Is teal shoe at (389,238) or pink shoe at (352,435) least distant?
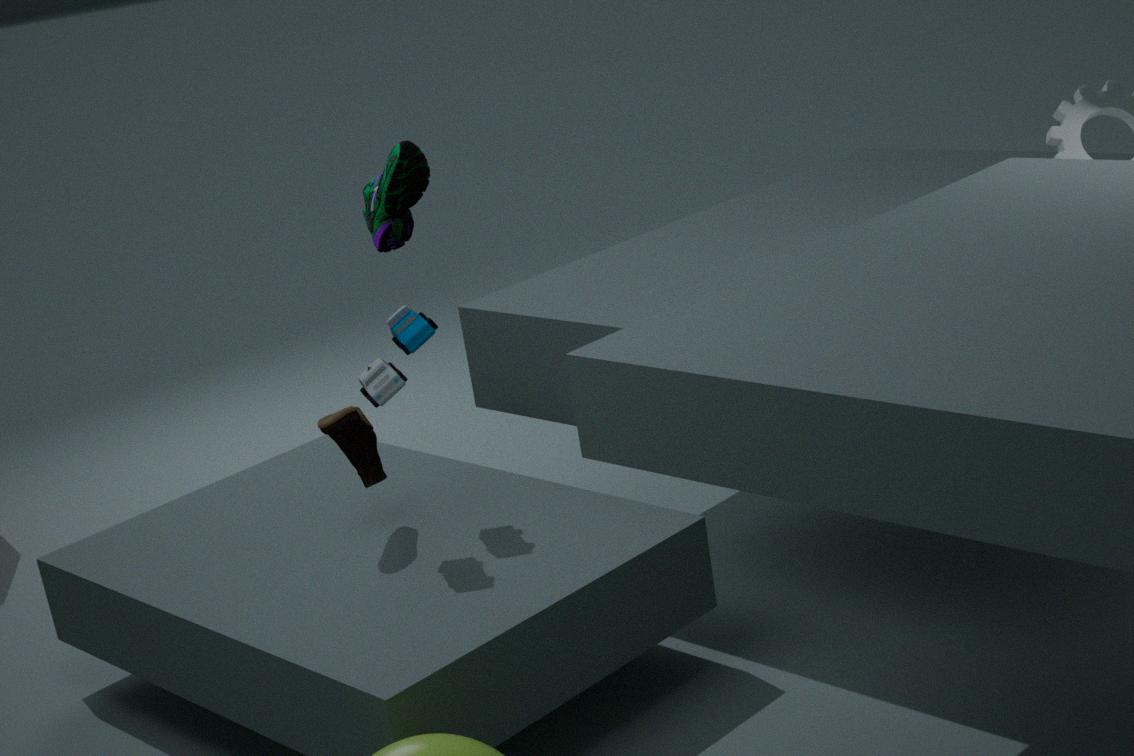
teal shoe at (389,238)
